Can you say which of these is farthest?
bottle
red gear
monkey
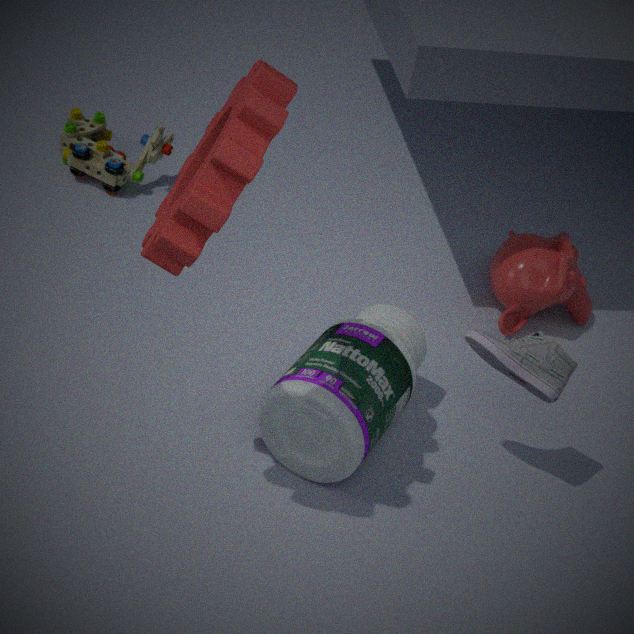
monkey
